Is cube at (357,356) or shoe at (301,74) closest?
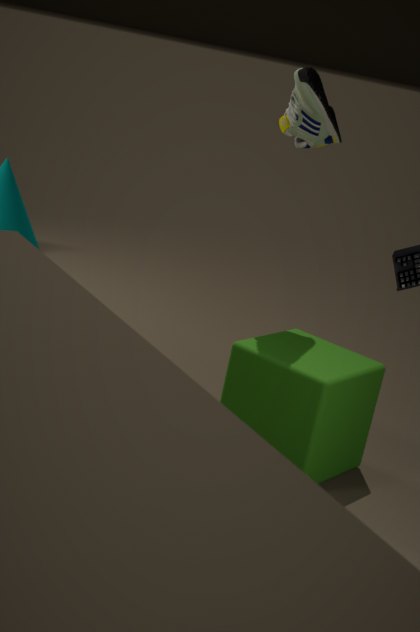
cube at (357,356)
